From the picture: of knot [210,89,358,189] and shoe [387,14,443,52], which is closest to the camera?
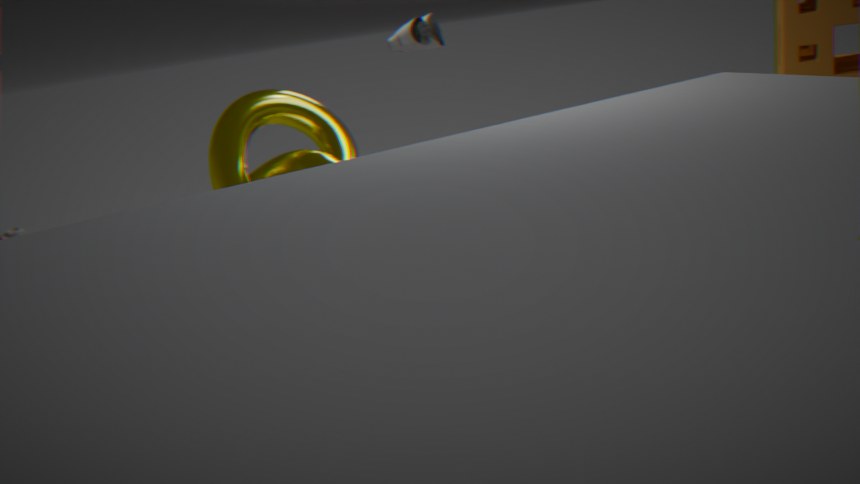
knot [210,89,358,189]
